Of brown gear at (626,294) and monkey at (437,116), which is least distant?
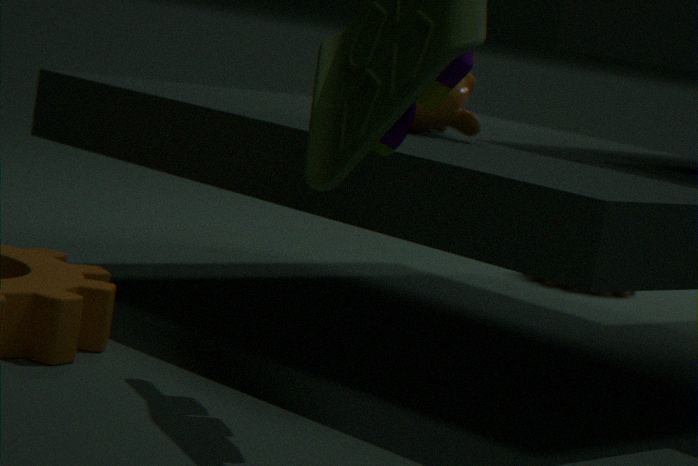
monkey at (437,116)
